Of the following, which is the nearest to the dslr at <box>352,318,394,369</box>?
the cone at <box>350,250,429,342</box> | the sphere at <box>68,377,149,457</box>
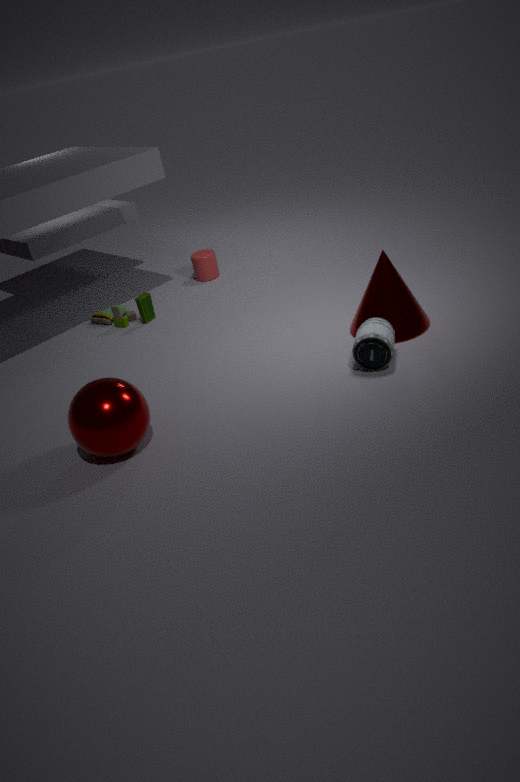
the cone at <box>350,250,429,342</box>
